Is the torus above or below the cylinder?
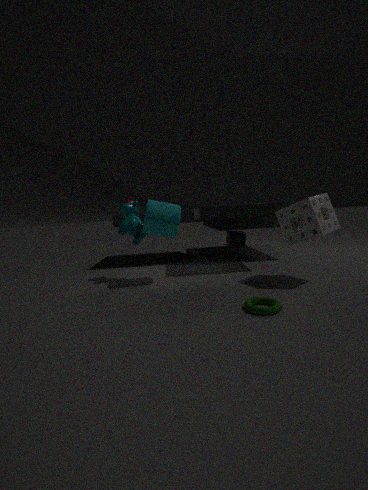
below
